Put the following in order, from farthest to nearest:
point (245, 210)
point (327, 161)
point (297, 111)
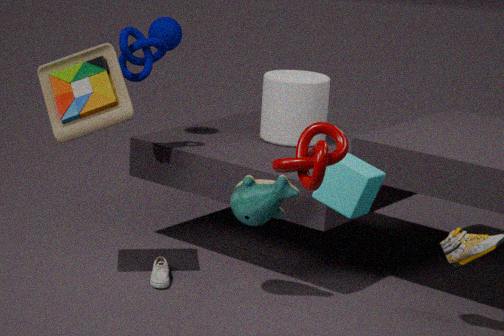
point (297, 111), point (245, 210), point (327, 161)
